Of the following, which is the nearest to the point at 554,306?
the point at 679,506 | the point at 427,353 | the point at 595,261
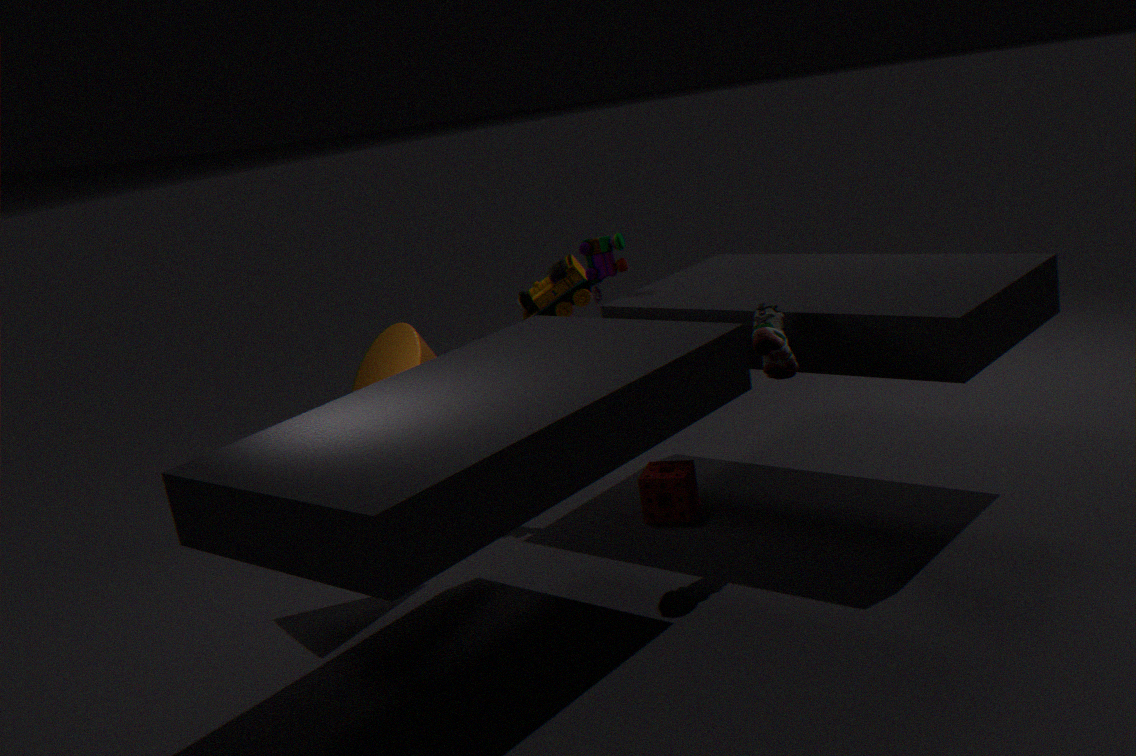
the point at 595,261
